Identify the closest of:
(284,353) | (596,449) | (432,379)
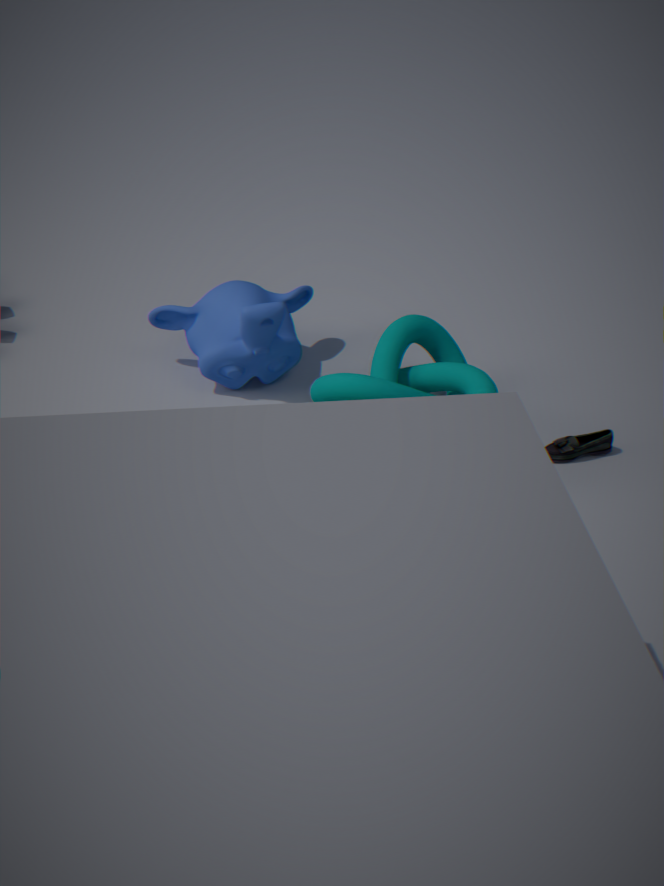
(432,379)
